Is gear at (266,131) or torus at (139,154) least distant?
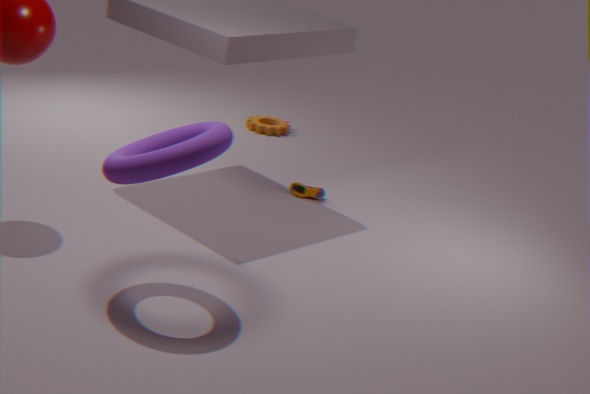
torus at (139,154)
